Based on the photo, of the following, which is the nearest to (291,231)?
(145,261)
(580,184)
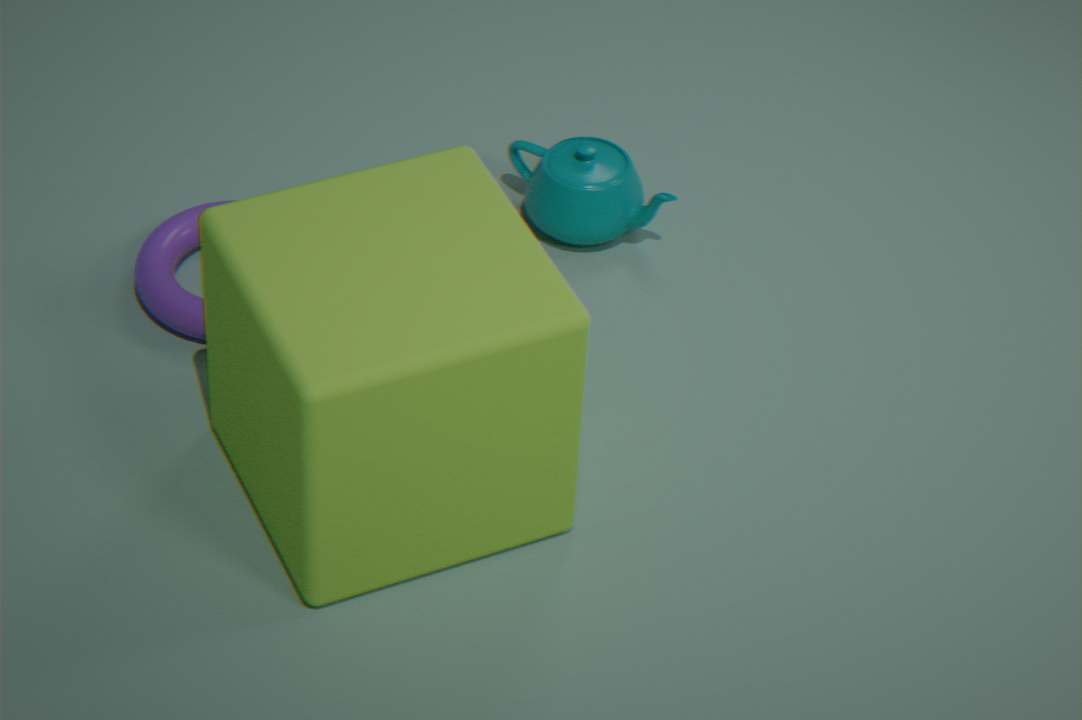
(145,261)
